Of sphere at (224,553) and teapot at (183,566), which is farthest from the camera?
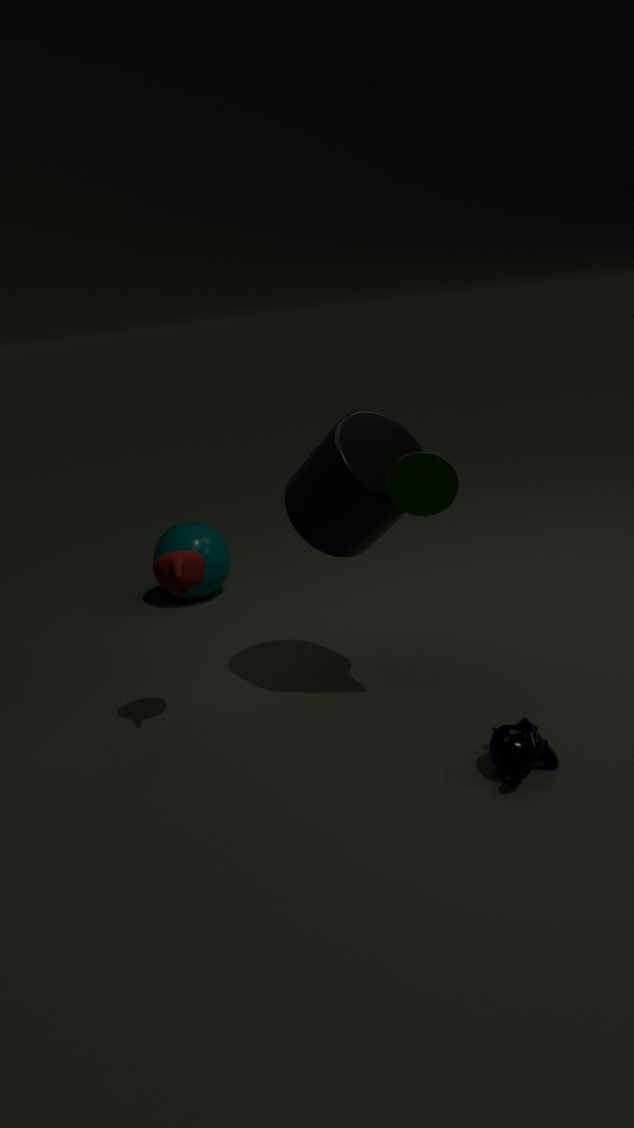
sphere at (224,553)
